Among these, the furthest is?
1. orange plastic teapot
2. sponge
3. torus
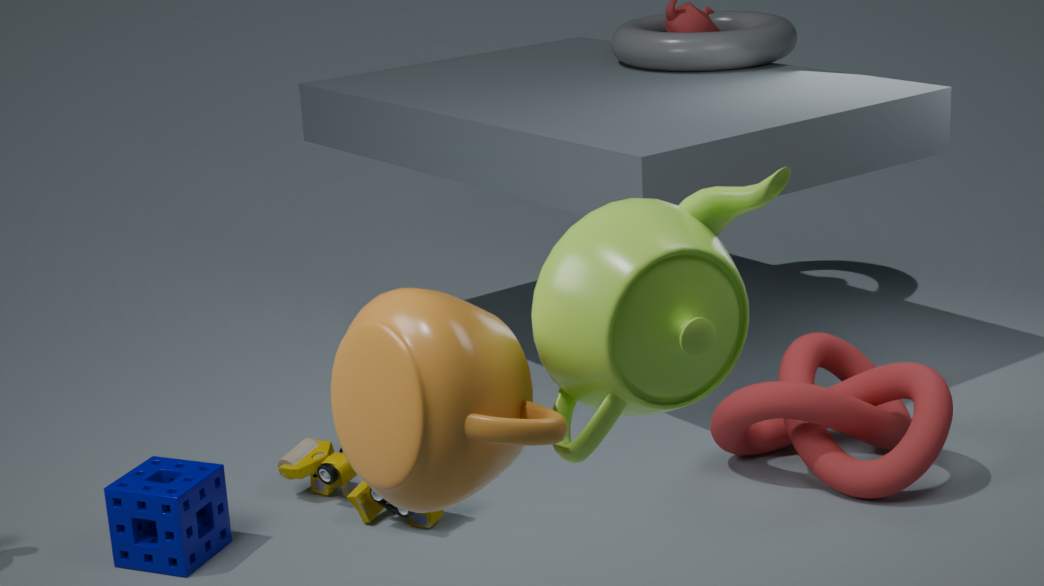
torus
